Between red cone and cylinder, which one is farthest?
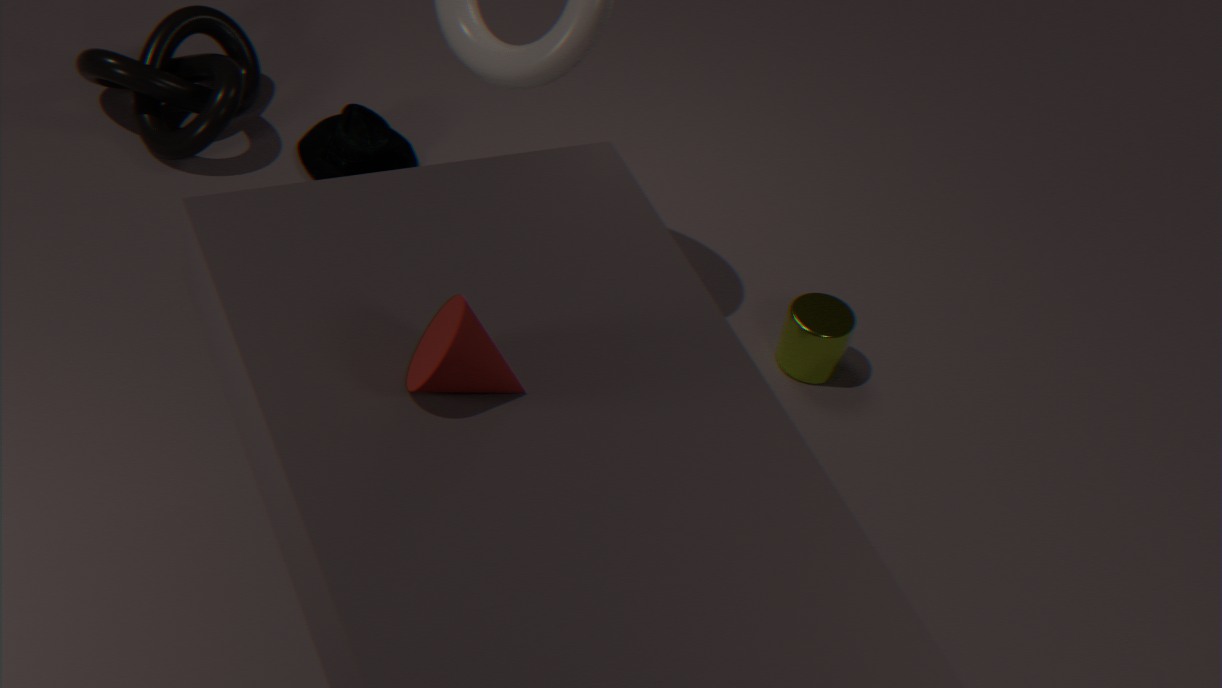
cylinder
